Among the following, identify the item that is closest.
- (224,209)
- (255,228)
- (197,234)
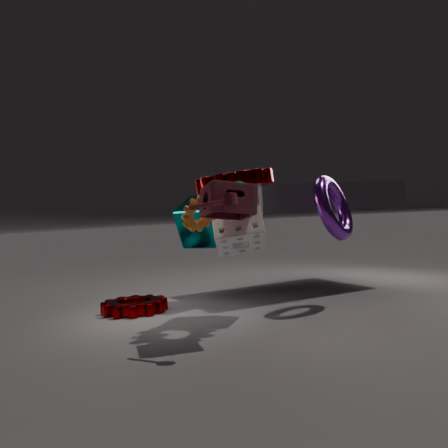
(224,209)
